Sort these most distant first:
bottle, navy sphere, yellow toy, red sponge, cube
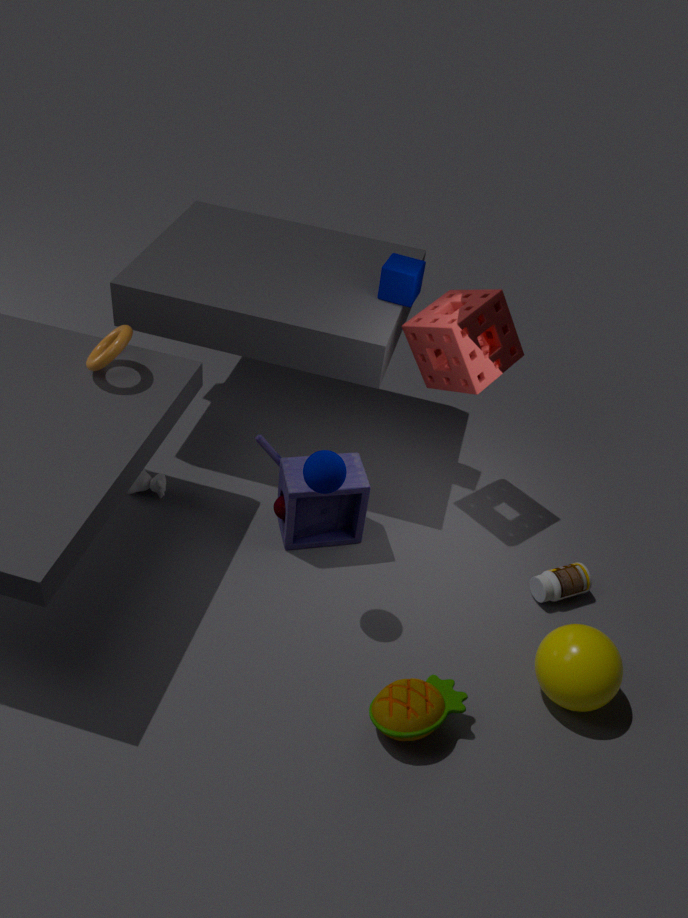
cube, bottle, red sponge, navy sphere, yellow toy
